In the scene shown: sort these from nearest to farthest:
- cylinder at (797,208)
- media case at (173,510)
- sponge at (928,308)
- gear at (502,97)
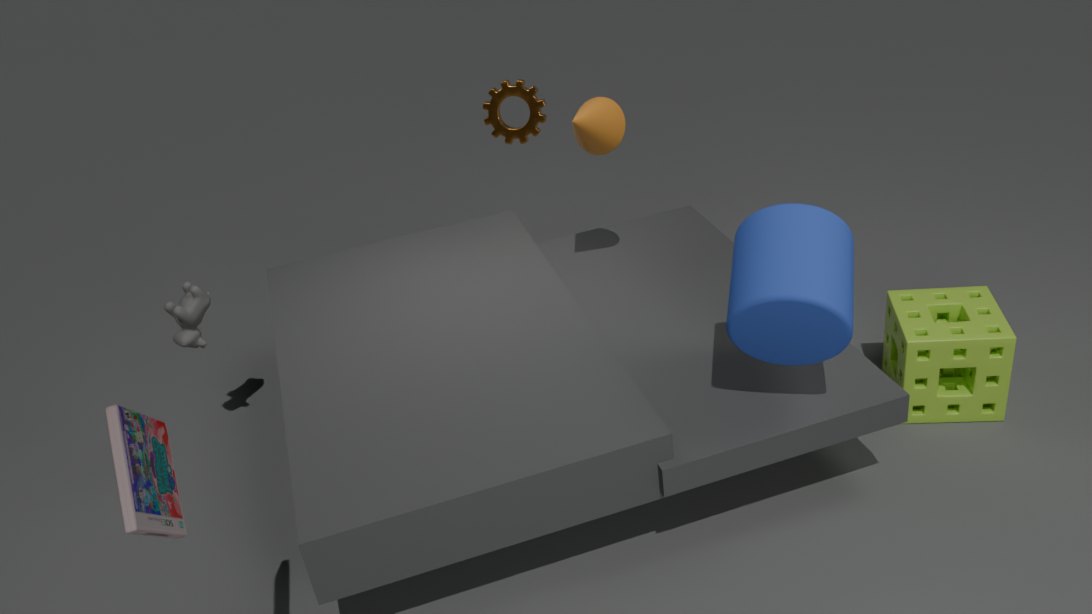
media case at (173,510), cylinder at (797,208), sponge at (928,308), gear at (502,97)
